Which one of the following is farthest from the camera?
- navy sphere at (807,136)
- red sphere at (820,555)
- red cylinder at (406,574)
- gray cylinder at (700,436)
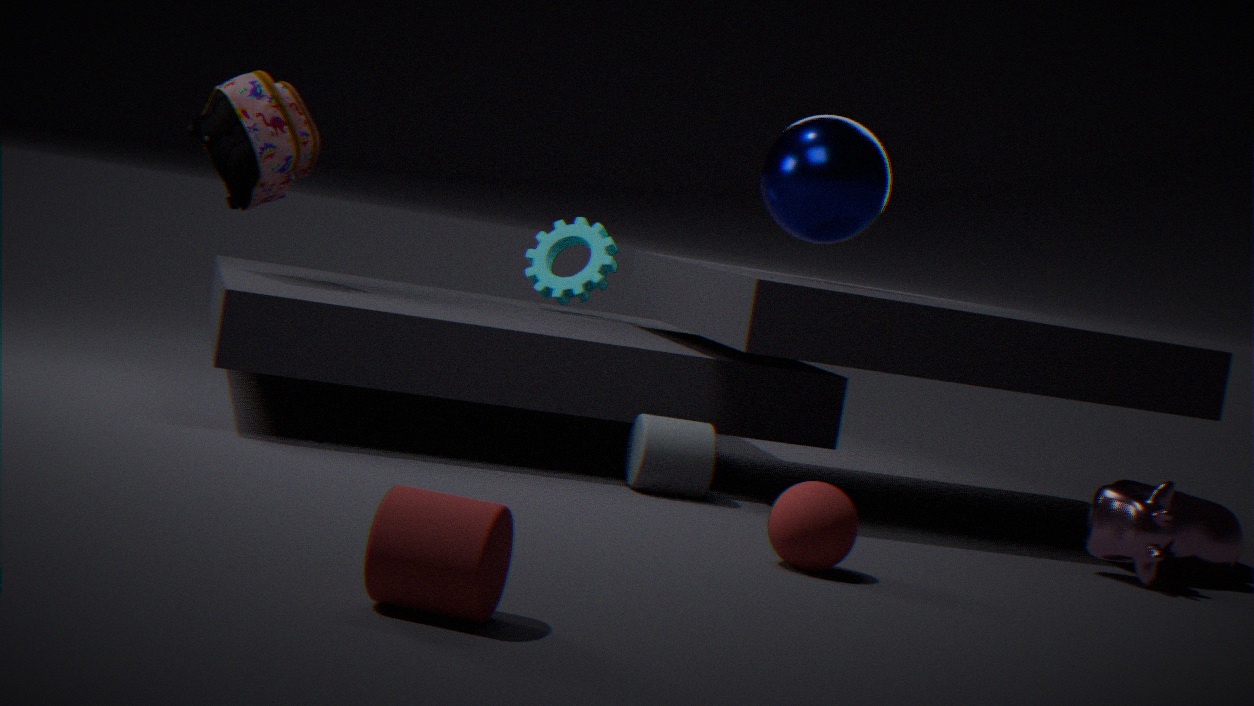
navy sphere at (807,136)
